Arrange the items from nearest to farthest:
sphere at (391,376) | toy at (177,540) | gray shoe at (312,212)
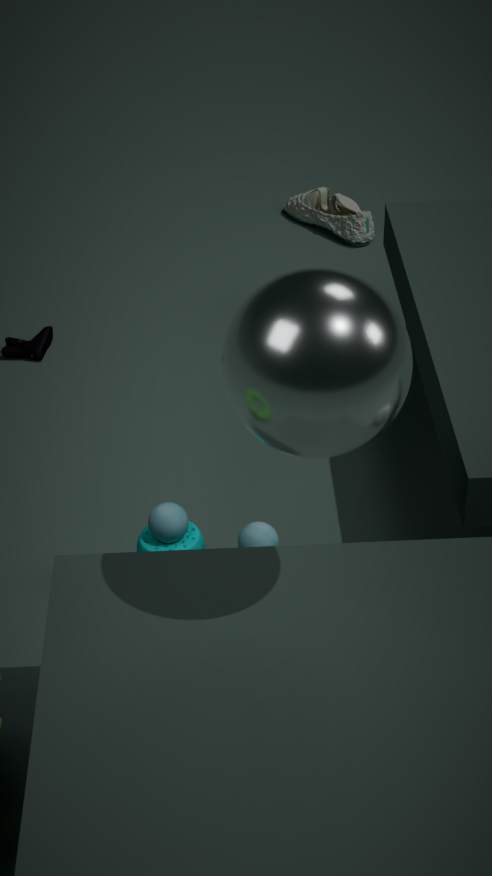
sphere at (391,376) < toy at (177,540) < gray shoe at (312,212)
